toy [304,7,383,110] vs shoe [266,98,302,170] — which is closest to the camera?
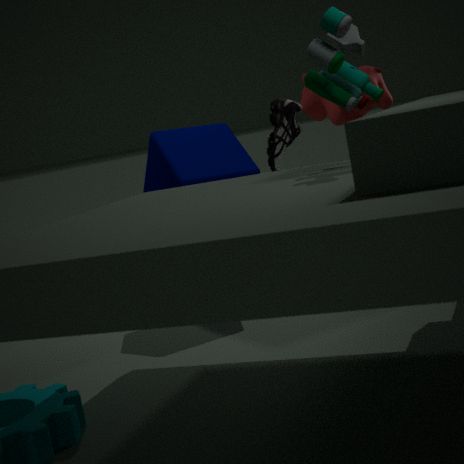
toy [304,7,383,110]
